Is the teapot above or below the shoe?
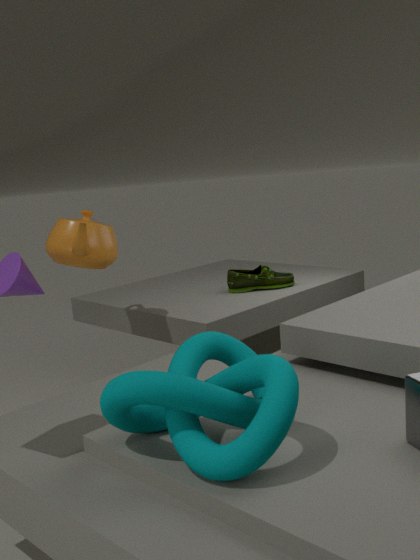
above
